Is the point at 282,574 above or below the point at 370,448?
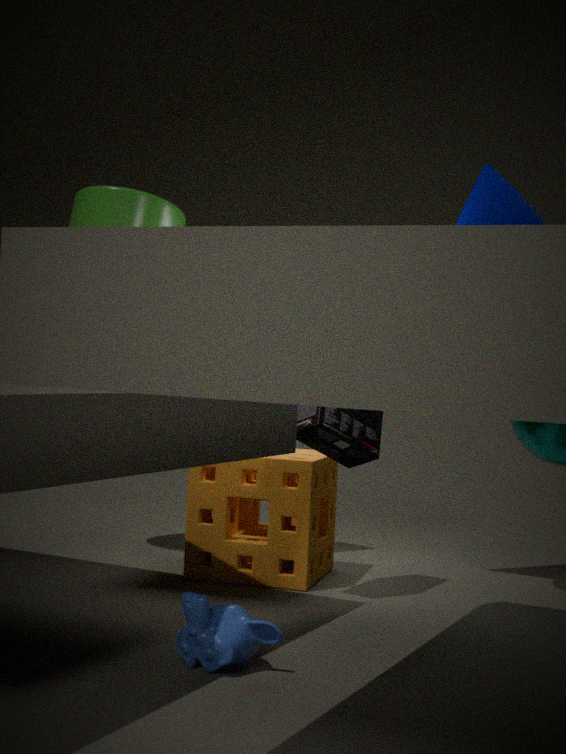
below
